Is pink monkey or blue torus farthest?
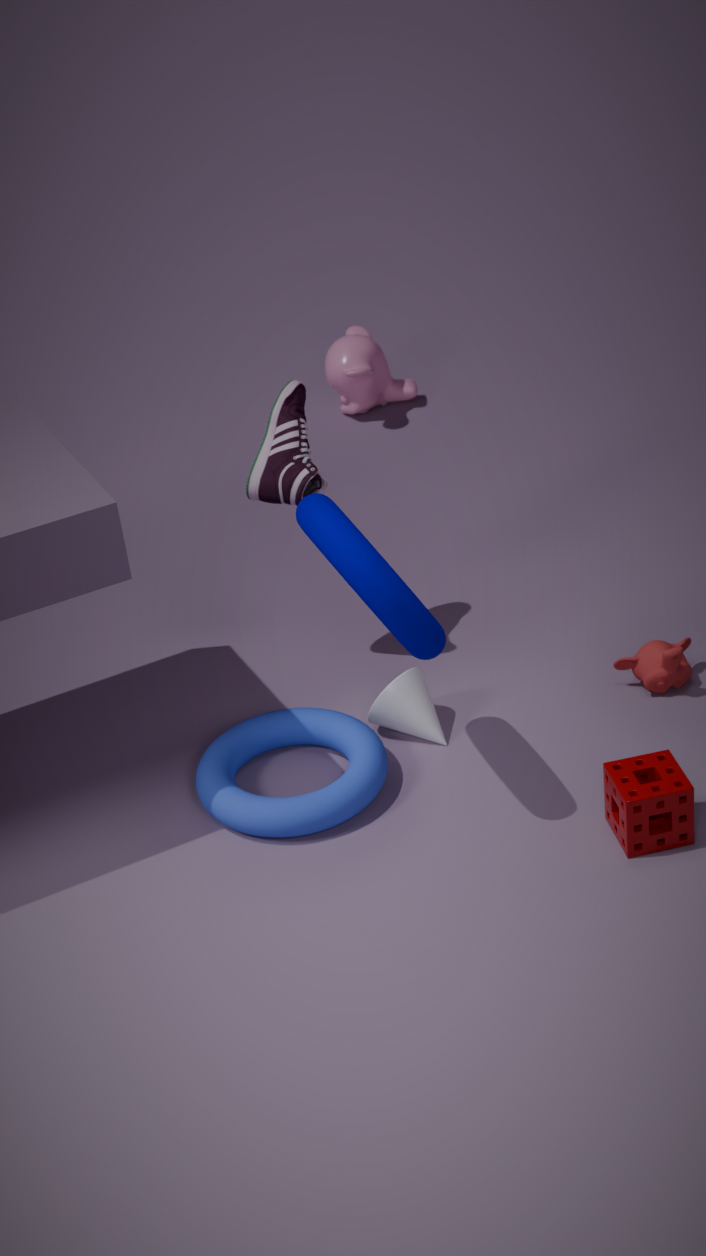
pink monkey
